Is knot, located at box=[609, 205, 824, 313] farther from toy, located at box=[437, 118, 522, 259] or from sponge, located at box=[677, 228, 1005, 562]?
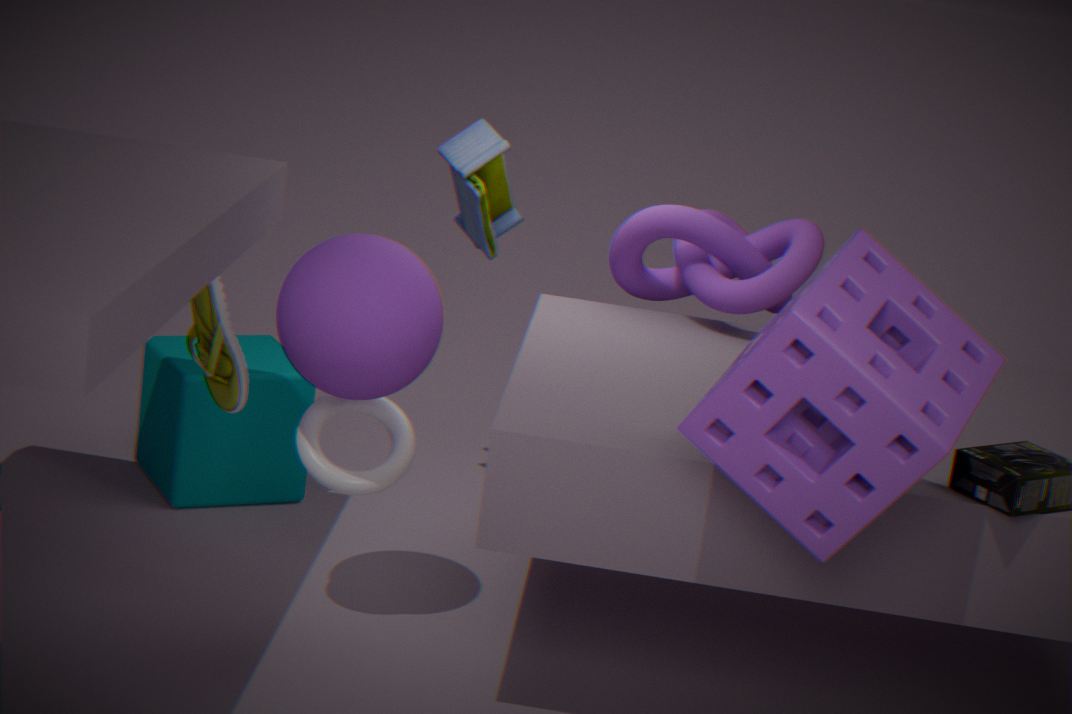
sponge, located at box=[677, 228, 1005, 562]
